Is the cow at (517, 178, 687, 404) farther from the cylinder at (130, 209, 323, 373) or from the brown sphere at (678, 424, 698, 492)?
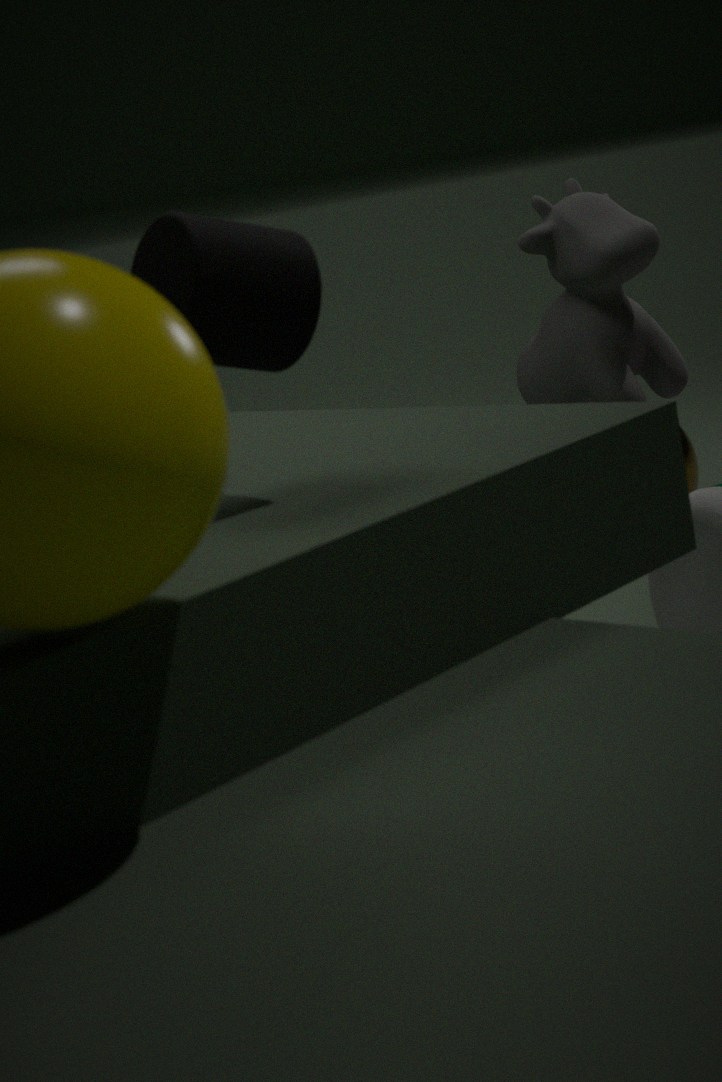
the cylinder at (130, 209, 323, 373)
